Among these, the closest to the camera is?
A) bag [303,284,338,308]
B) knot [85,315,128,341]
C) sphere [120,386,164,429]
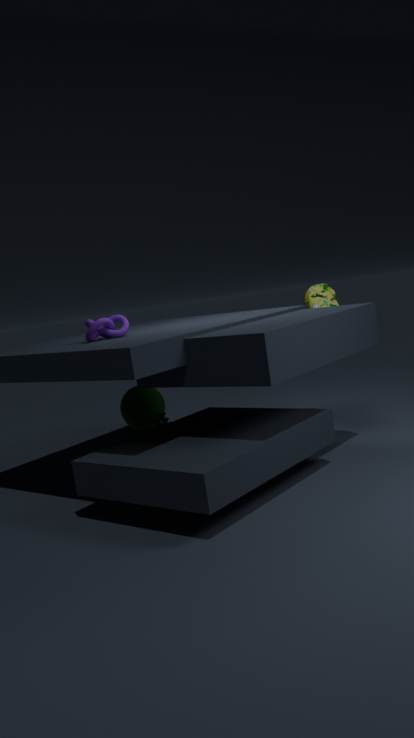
knot [85,315,128,341]
